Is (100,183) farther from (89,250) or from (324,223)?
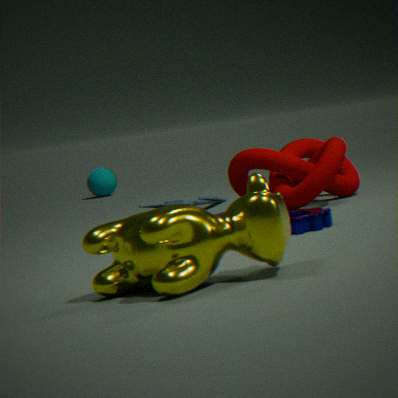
(89,250)
